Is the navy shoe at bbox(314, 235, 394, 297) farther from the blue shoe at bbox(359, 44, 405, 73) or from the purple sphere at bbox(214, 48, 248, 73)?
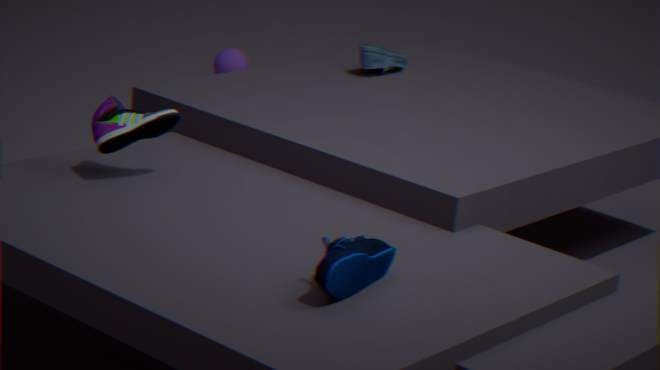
the purple sphere at bbox(214, 48, 248, 73)
